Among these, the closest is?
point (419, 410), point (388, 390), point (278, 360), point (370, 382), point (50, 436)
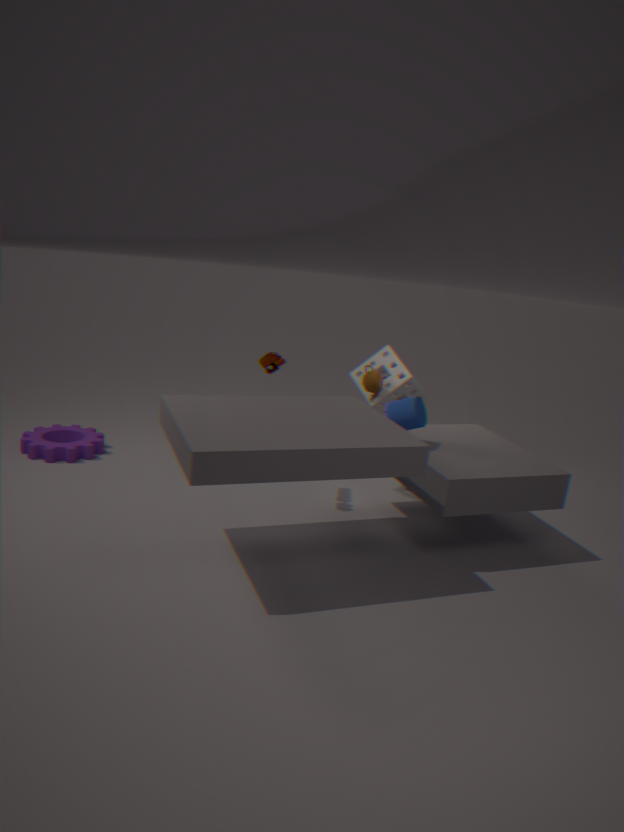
point (419, 410)
